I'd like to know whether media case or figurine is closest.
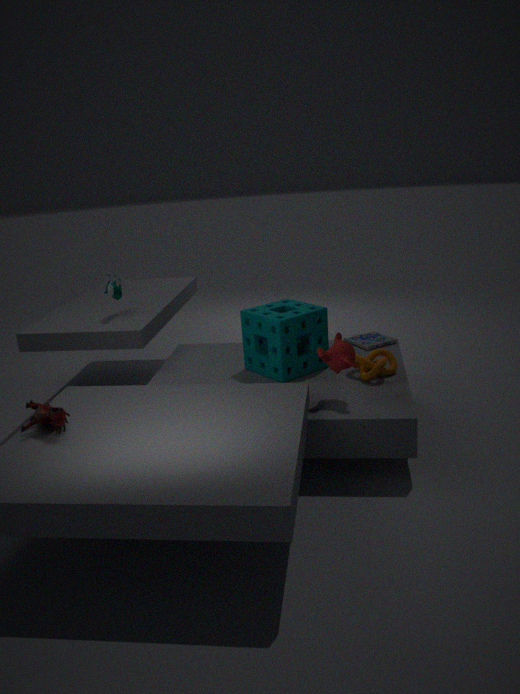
figurine
